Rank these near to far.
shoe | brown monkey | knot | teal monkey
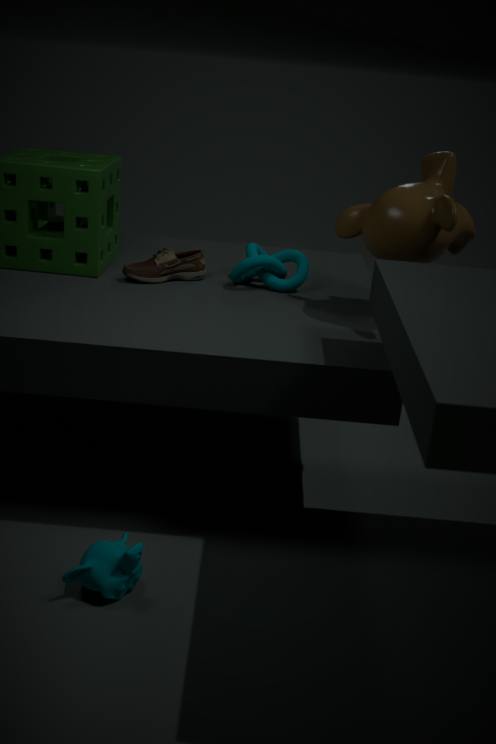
teal monkey < brown monkey < shoe < knot
